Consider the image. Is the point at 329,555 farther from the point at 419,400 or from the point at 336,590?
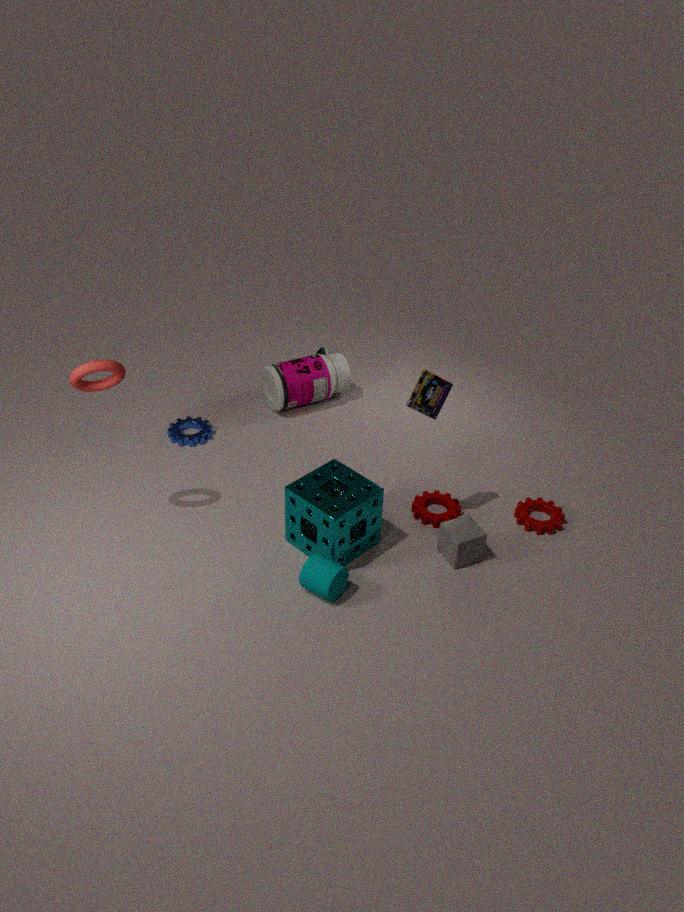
the point at 419,400
